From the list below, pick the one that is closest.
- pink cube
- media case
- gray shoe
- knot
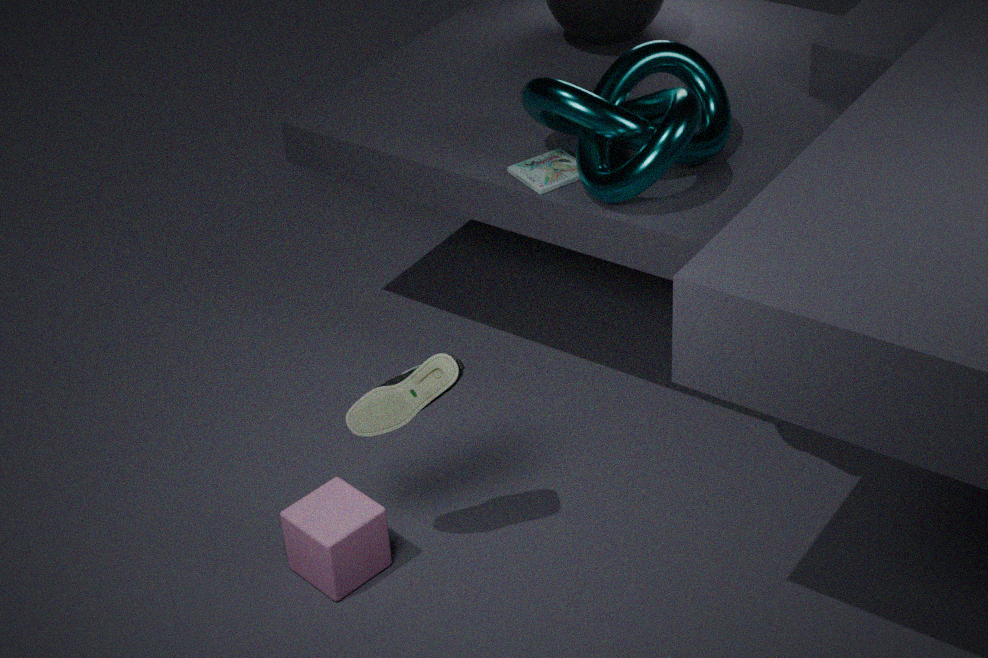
gray shoe
